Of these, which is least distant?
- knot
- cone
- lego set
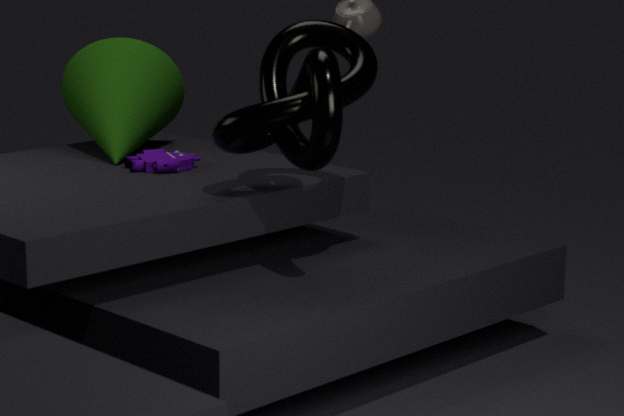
knot
